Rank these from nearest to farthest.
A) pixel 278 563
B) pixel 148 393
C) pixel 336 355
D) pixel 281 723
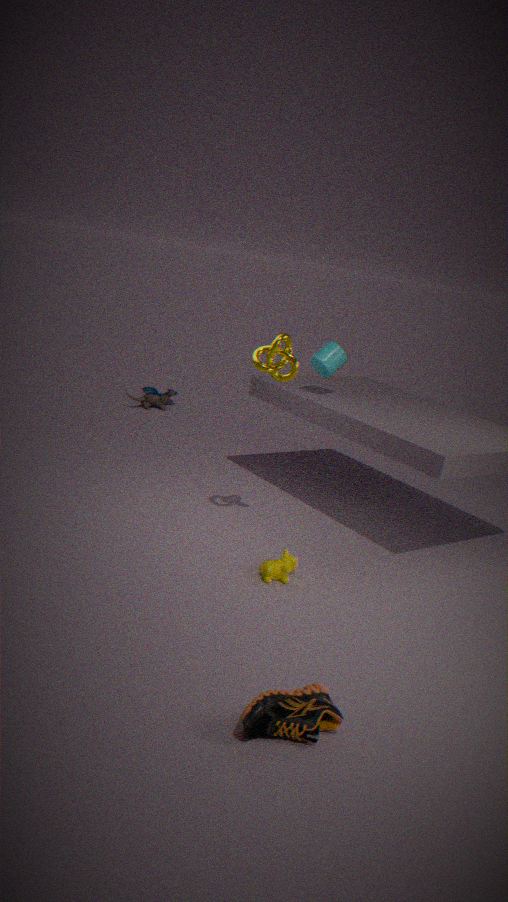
pixel 281 723, pixel 278 563, pixel 336 355, pixel 148 393
